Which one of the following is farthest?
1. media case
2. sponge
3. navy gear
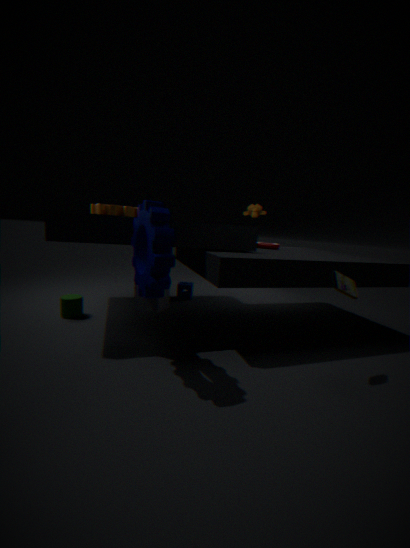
sponge
